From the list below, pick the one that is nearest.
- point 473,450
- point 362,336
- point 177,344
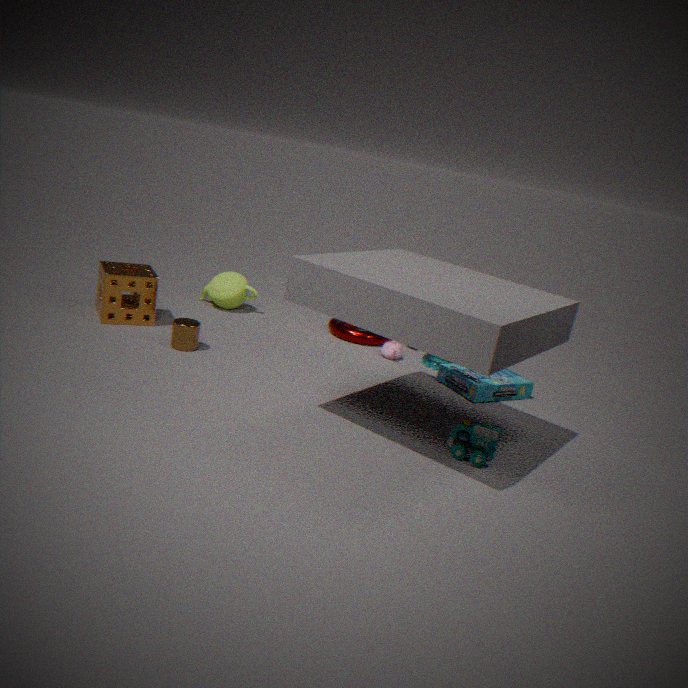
point 473,450
